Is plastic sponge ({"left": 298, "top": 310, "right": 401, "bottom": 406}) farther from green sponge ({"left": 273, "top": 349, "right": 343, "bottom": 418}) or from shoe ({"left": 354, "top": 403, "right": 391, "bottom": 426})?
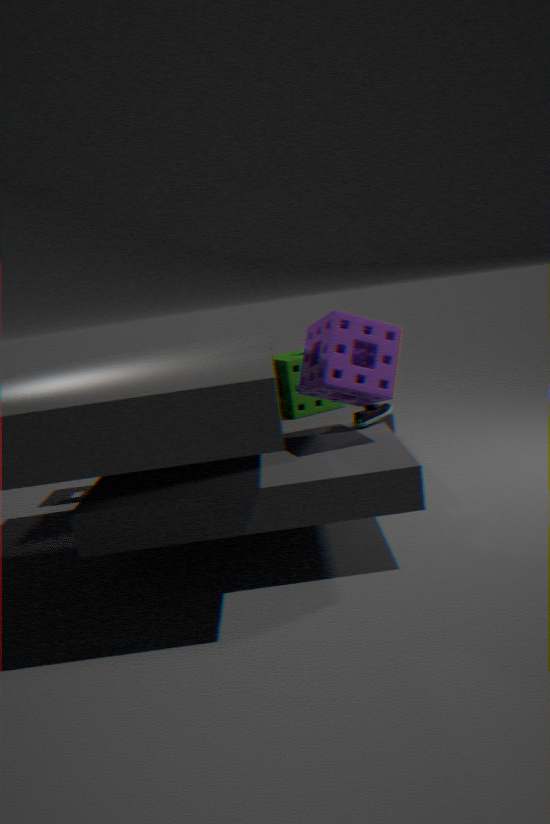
green sponge ({"left": 273, "top": 349, "right": 343, "bottom": 418})
